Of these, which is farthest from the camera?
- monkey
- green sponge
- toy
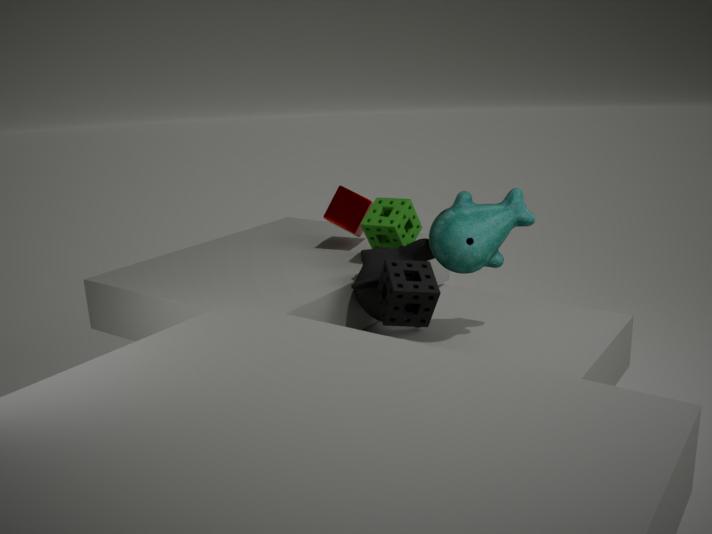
green sponge
